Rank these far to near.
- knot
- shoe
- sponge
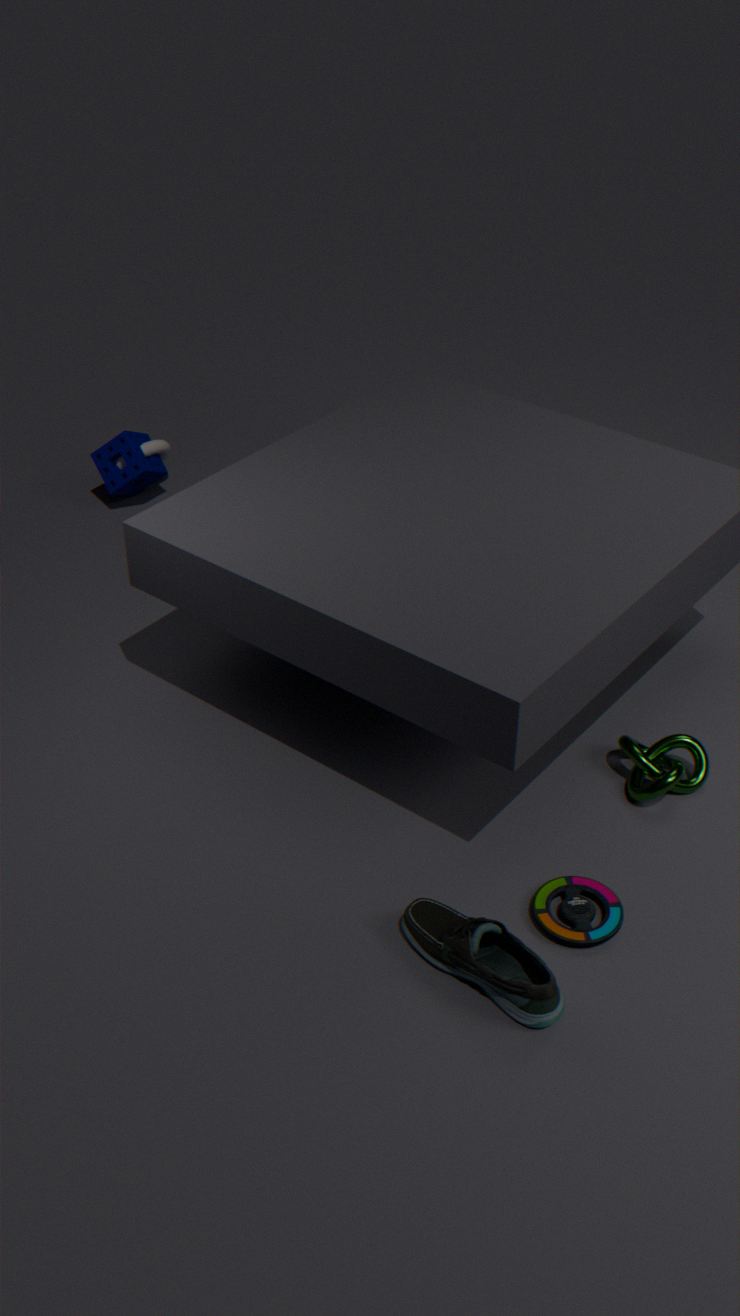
sponge → knot → shoe
